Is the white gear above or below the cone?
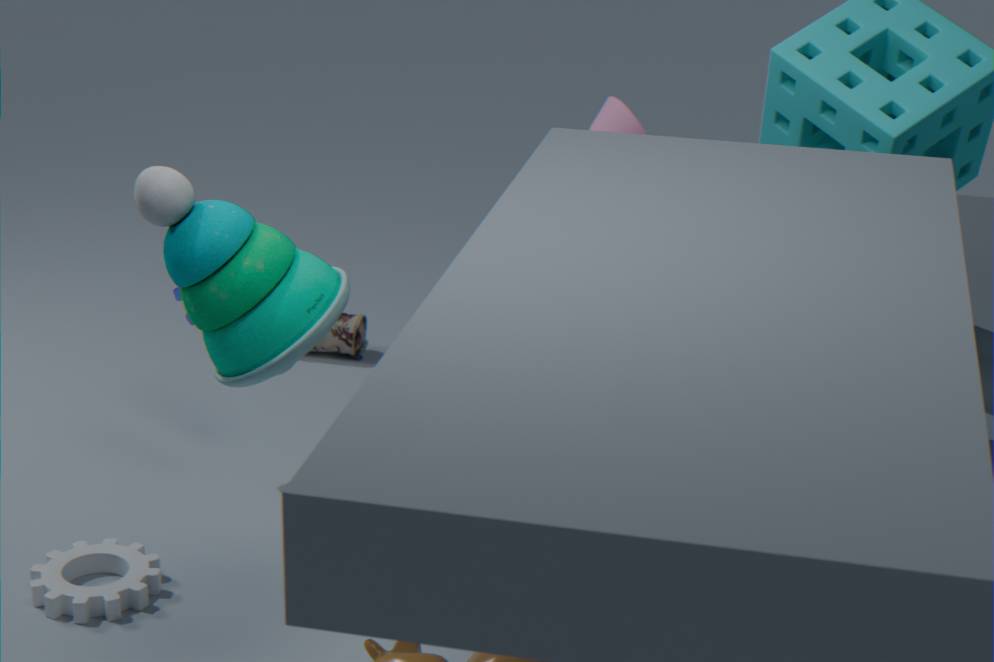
below
